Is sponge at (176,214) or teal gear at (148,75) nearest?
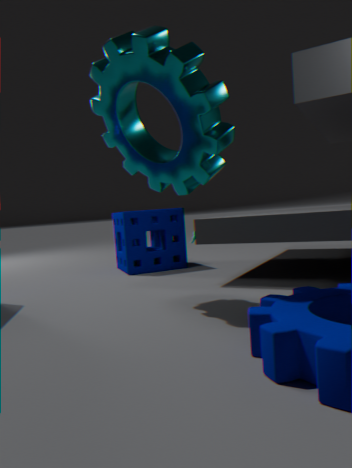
teal gear at (148,75)
